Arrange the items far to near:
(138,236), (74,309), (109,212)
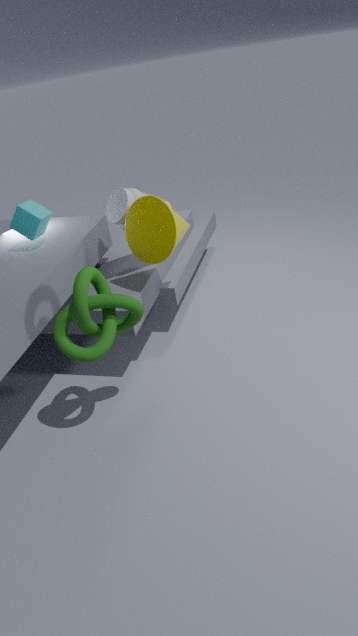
(109,212) < (138,236) < (74,309)
